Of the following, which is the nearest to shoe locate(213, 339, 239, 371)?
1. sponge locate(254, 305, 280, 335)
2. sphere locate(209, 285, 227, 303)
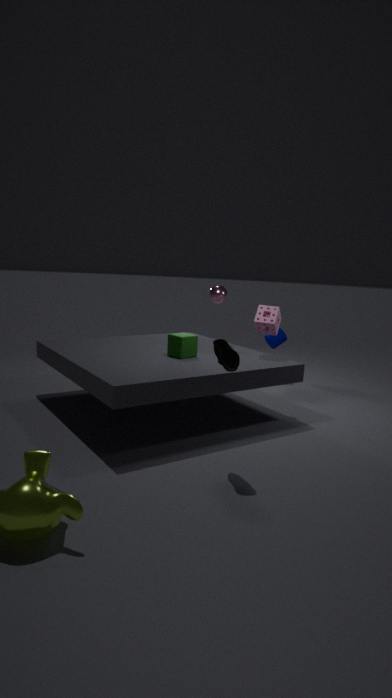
sponge locate(254, 305, 280, 335)
